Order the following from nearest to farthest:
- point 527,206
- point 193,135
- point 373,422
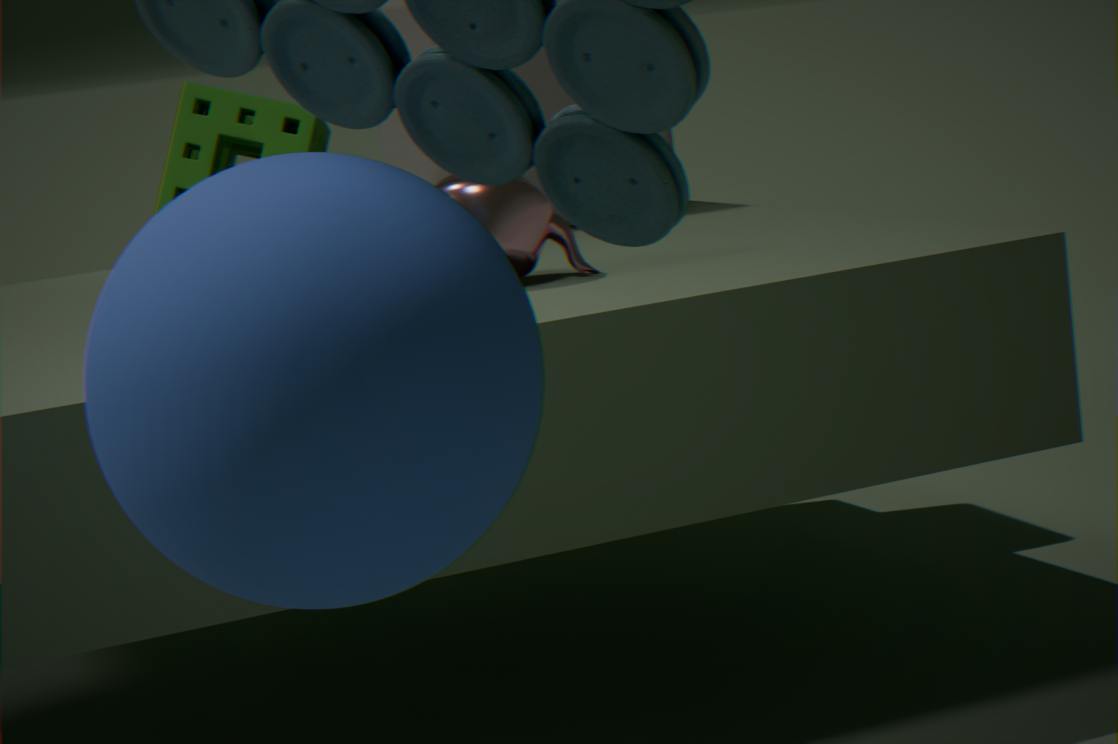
1. point 373,422
2. point 527,206
3. point 193,135
